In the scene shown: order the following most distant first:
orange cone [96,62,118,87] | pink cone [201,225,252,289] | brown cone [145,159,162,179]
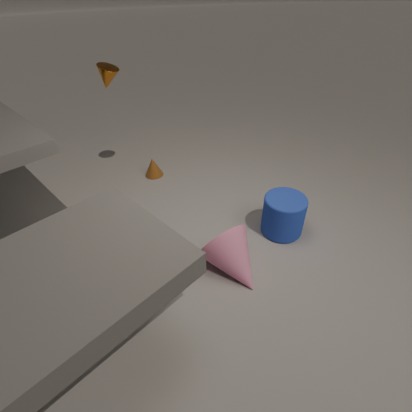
1. brown cone [145,159,162,179]
2. orange cone [96,62,118,87]
3. pink cone [201,225,252,289]
